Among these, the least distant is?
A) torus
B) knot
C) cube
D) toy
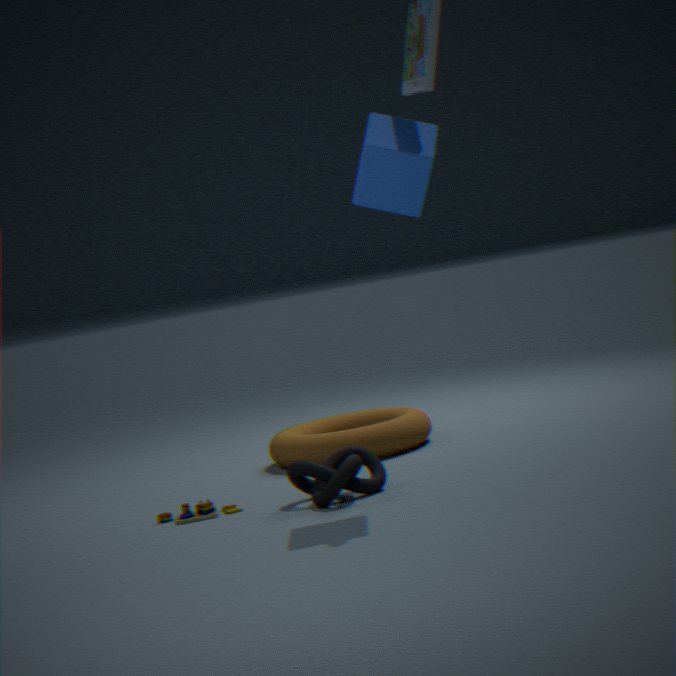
cube
